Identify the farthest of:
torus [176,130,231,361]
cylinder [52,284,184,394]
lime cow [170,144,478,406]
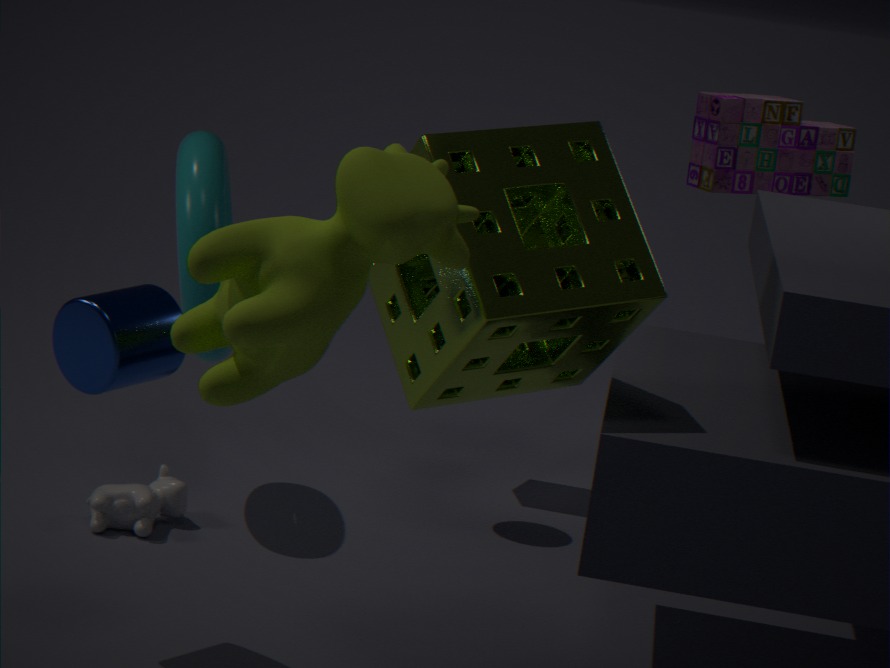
torus [176,130,231,361]
